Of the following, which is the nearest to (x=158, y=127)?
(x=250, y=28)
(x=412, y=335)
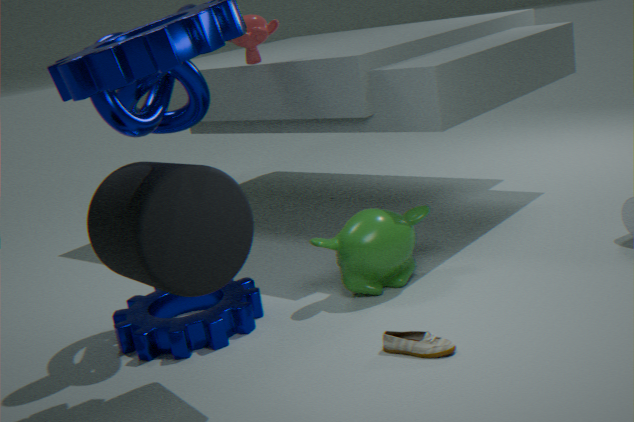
(x=250, y=28)
